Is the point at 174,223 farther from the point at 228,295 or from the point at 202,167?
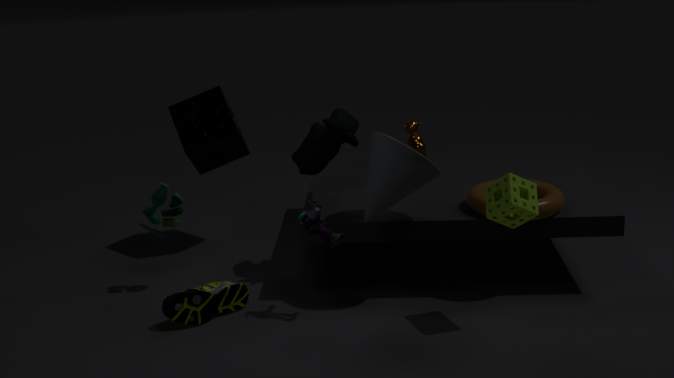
the point at 202,167
